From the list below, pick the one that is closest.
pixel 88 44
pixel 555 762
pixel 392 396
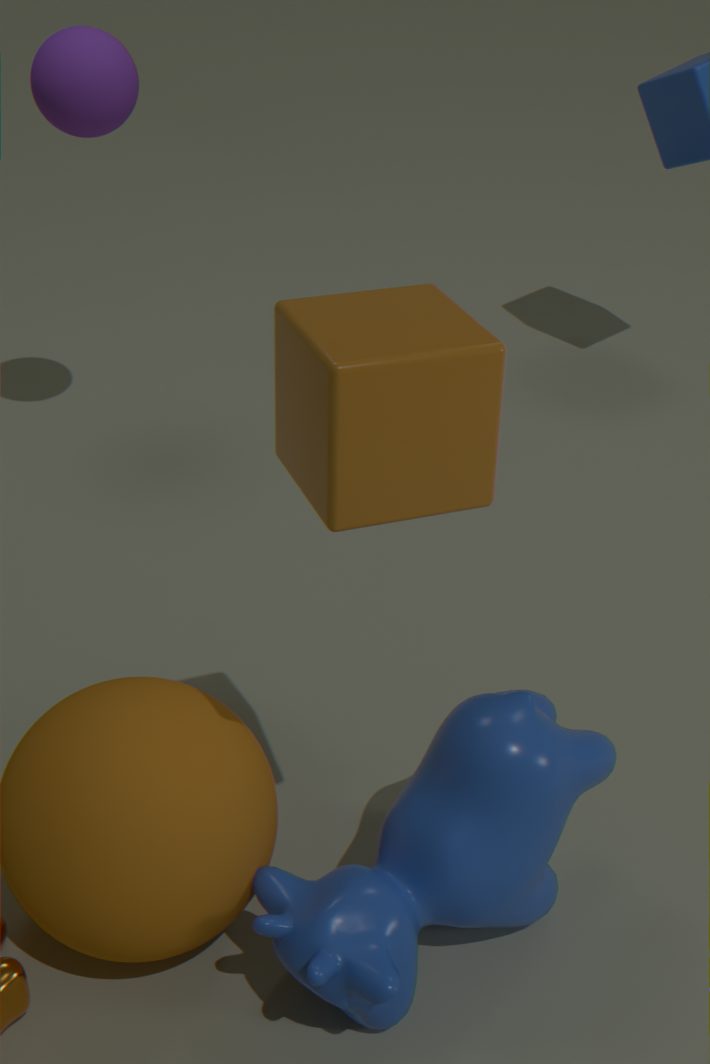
pixel 392 396
